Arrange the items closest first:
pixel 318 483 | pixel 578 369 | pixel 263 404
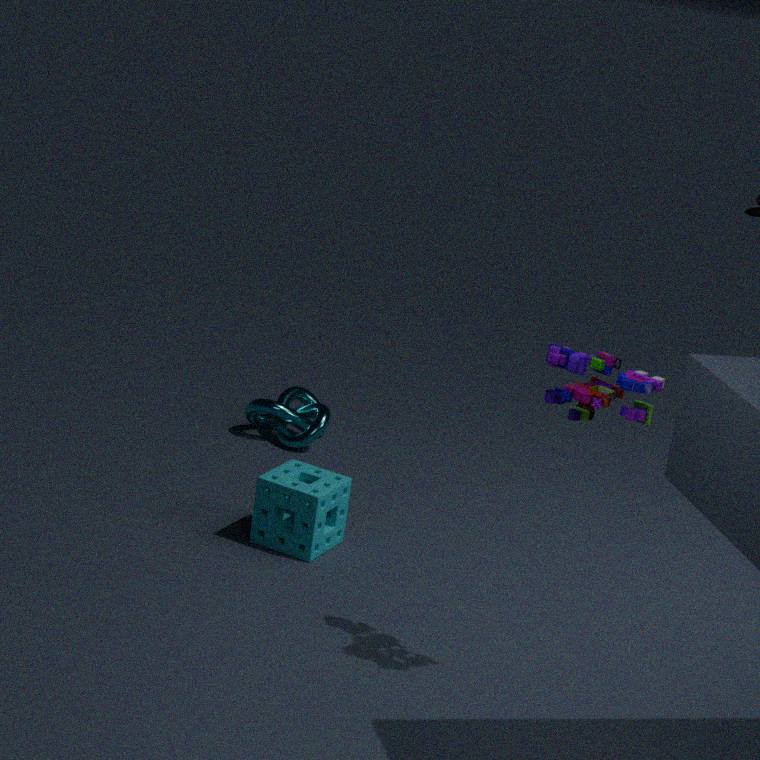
pixel 578 369, pixel 318 483, pixel 263 404
